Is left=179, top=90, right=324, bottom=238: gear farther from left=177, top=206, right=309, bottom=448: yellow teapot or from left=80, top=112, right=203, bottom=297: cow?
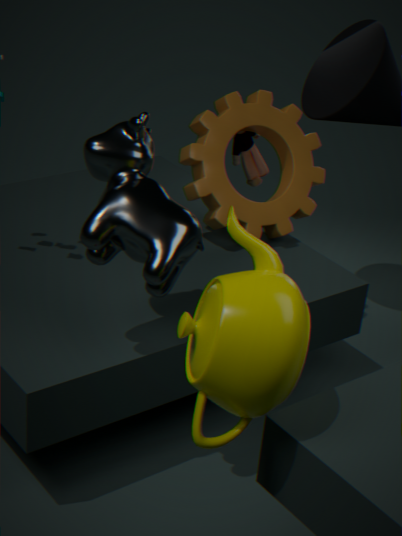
left=177, top=206, right=309, bottom=448: yellow teapot
